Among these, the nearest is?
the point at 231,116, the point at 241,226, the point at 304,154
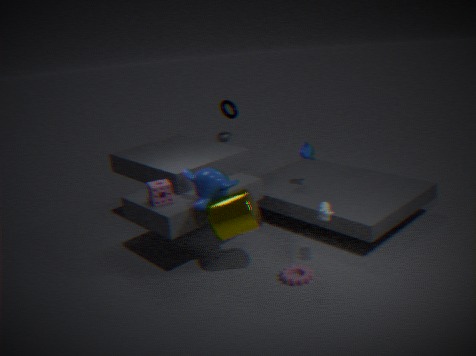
the point at 241,226
